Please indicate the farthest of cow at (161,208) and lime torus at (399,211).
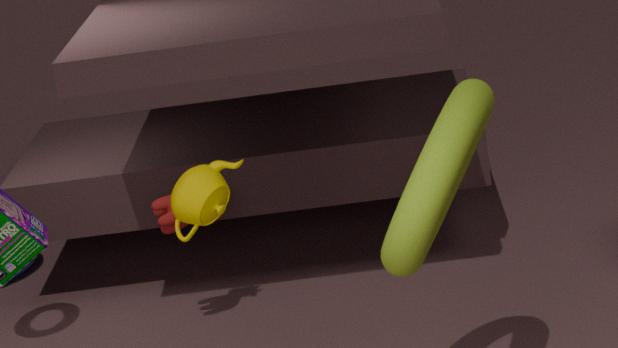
cow at (161,208)
